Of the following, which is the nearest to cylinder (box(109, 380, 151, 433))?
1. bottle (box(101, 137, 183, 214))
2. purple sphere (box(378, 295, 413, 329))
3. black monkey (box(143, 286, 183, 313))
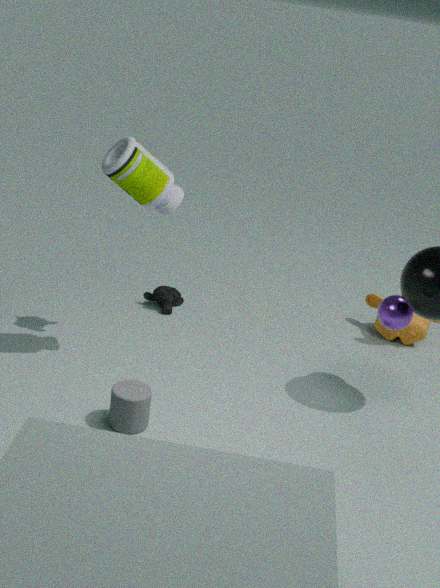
bottle (box(101, 137, 183, 214))
